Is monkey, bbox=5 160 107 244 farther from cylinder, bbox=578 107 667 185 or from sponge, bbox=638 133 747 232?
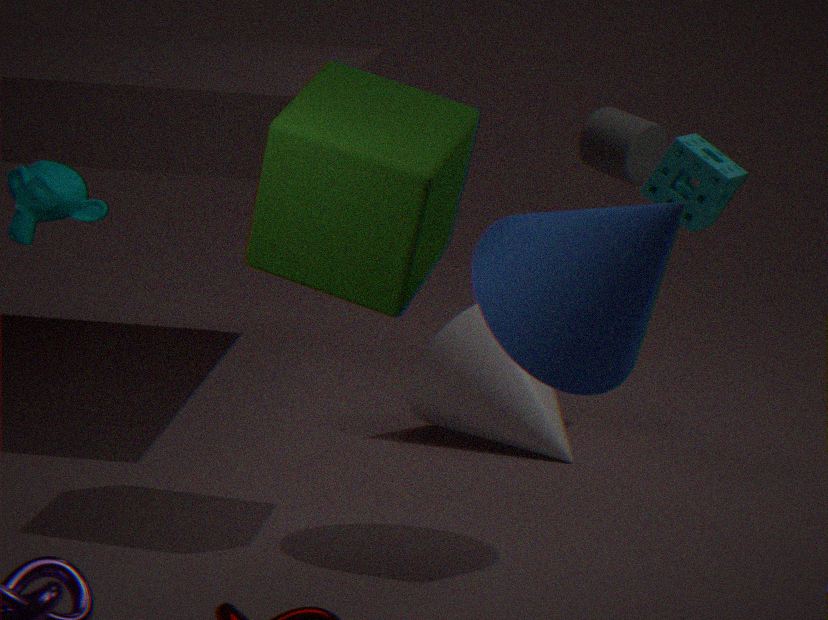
cylinder, bbox=578 107 667 185
